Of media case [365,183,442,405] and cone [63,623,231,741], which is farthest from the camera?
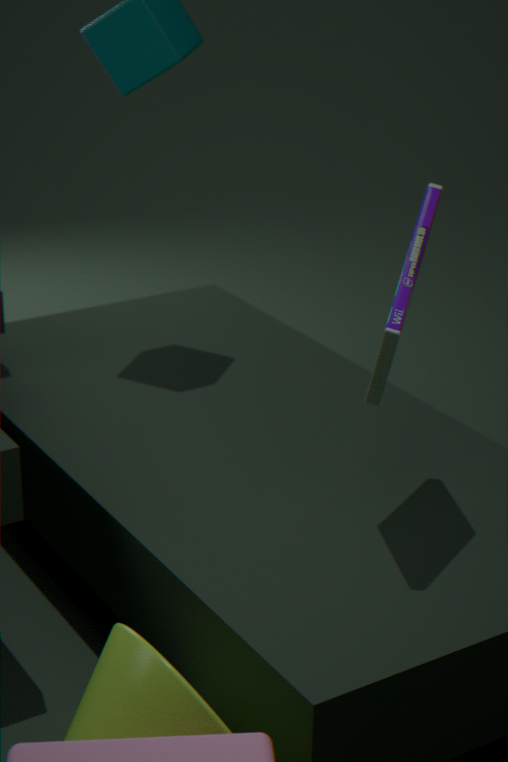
media case [365,183,442,405]
